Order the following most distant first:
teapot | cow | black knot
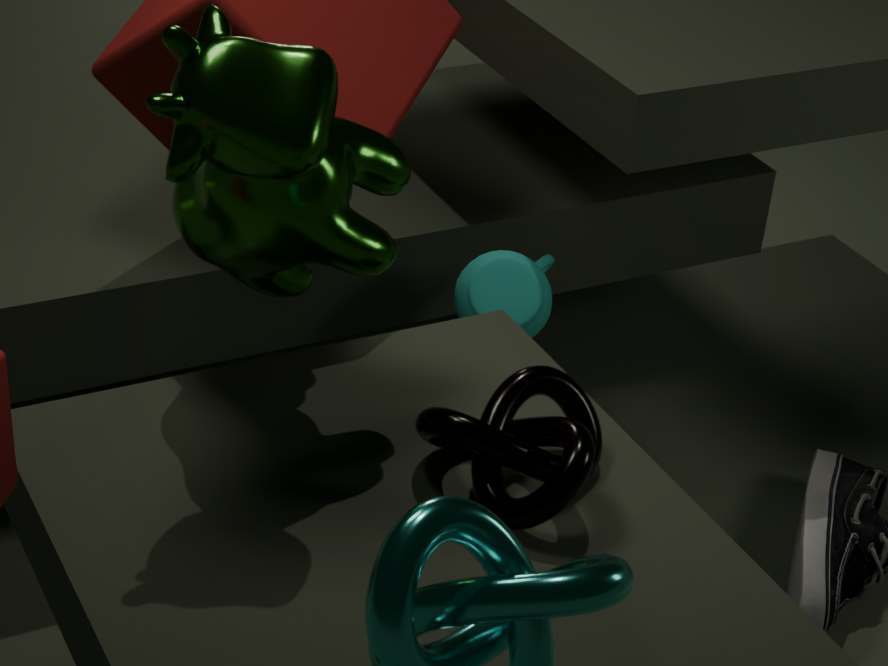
teapot, black knot, cow
